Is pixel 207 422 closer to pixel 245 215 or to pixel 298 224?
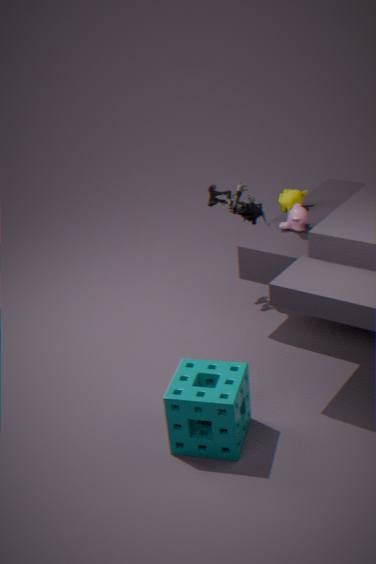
pixel 298 224
